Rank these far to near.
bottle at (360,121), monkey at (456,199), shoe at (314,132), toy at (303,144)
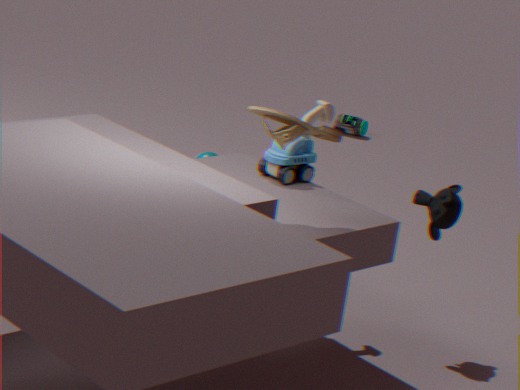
bottle at (360,121)
monkey at (456,199)
toy at (303,144)
shoe at (314,132)
